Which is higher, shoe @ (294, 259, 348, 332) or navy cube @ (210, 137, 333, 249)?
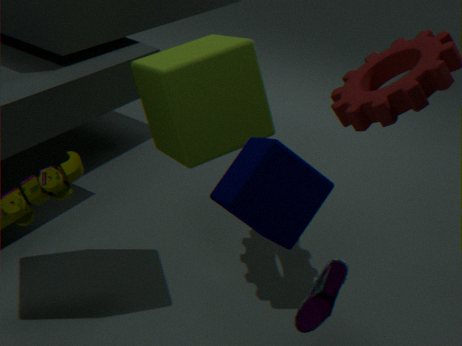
navy cube @ (210, 137, 333, 249)
